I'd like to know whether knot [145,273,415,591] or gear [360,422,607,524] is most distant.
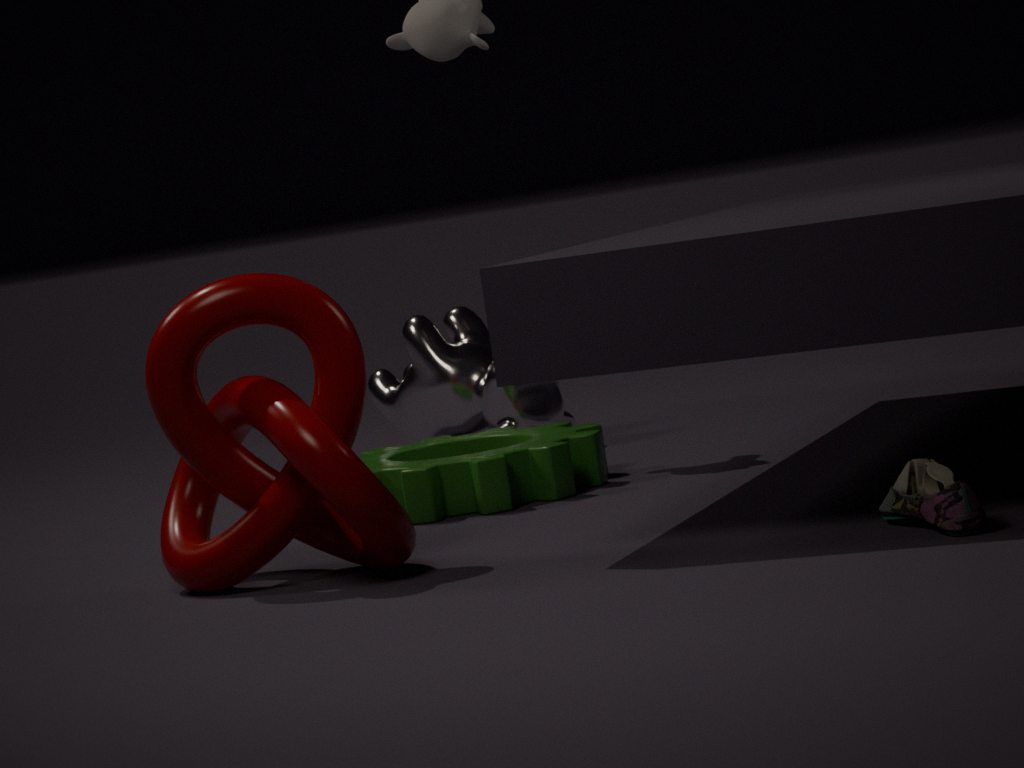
gear [360,422,607,524]
